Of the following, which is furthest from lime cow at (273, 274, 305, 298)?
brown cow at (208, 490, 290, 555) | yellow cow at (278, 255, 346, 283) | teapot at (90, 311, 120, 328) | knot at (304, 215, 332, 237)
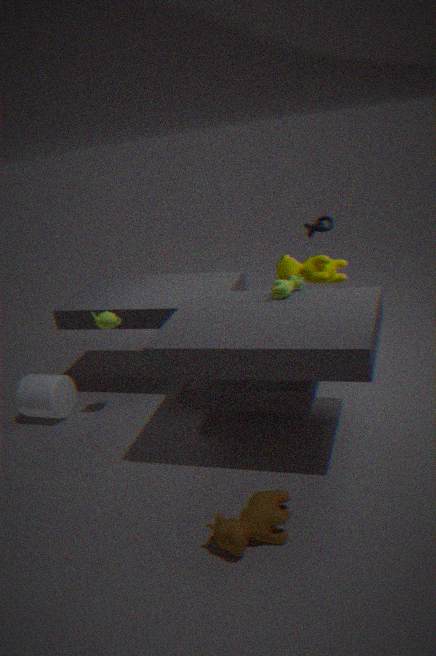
brown cow at (208, 490, 290, 555)
